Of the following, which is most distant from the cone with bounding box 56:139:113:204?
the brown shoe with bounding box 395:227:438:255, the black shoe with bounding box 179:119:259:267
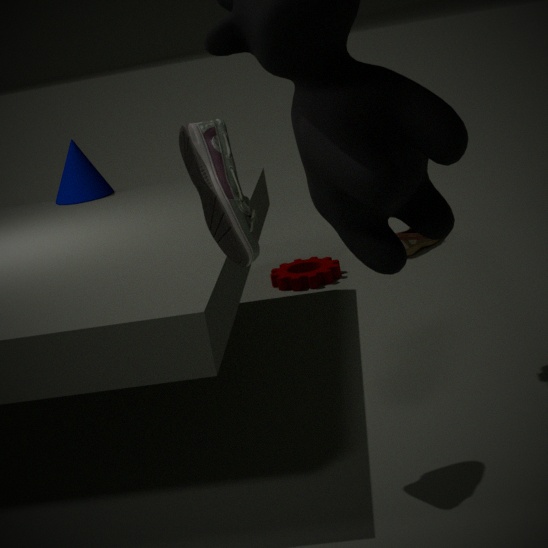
the black shoe with bounding box 179:119:259:267
